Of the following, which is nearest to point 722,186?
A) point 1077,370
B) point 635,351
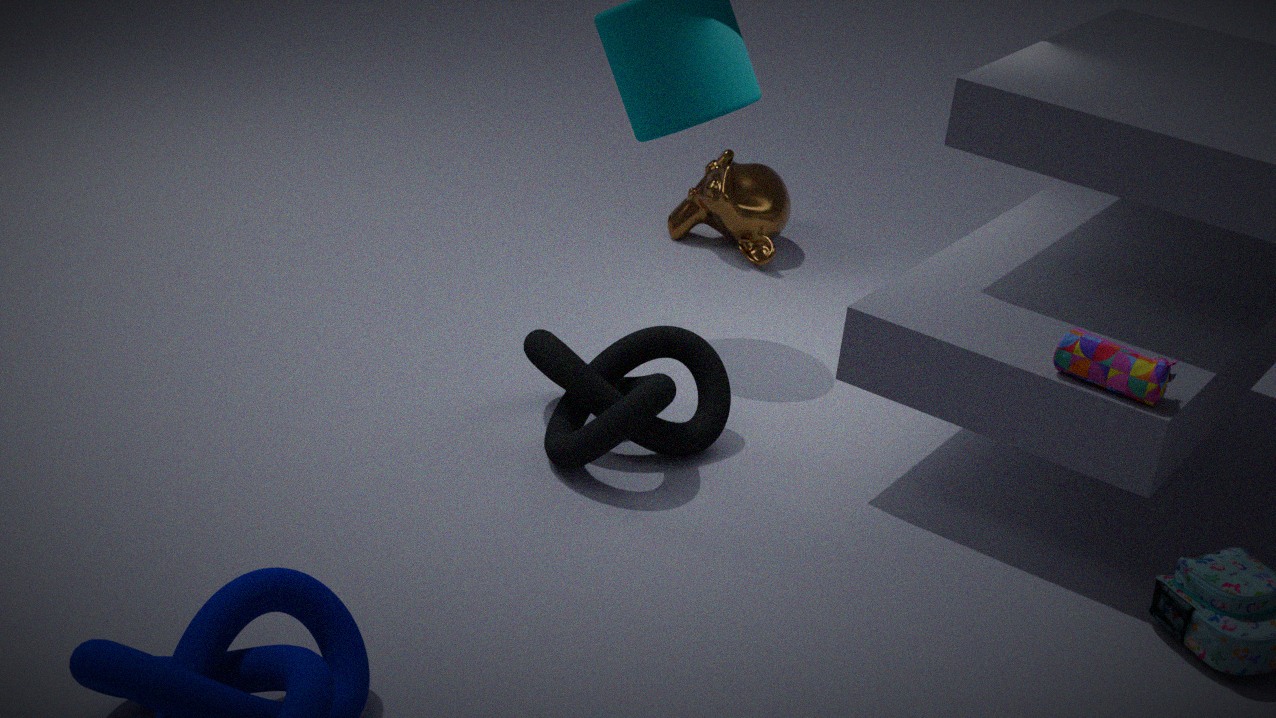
point 635,351
